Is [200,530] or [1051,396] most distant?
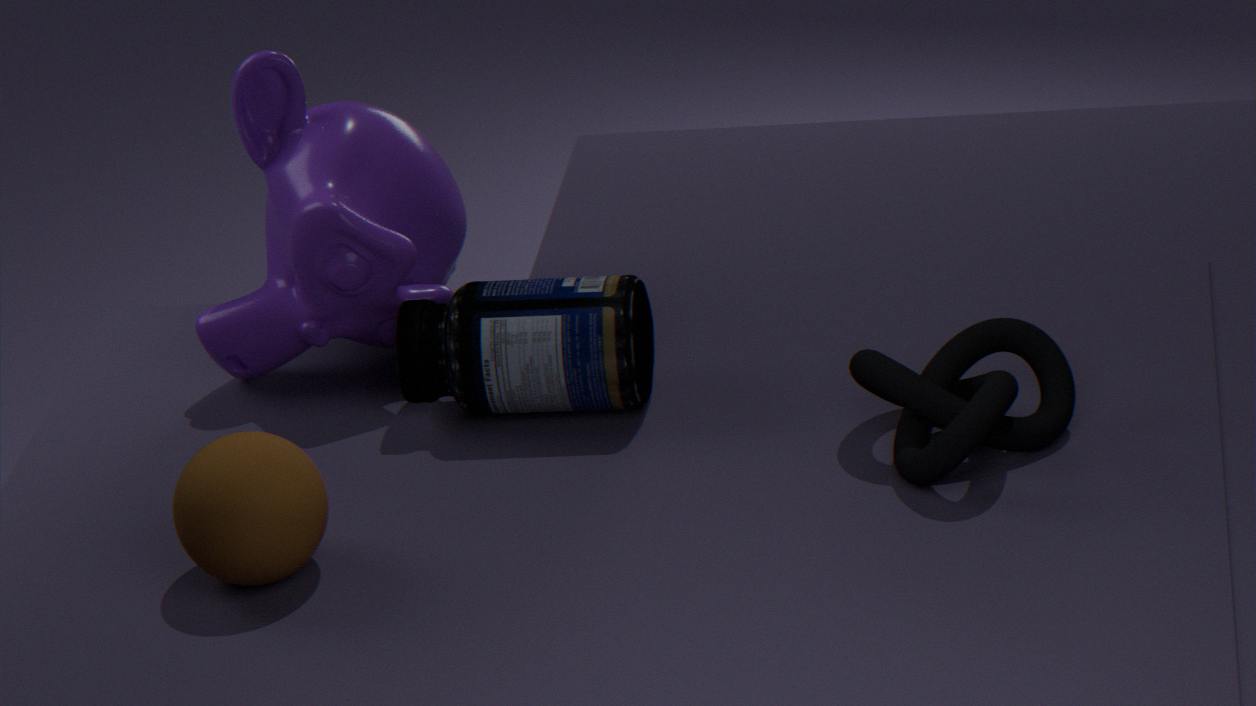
[1051,396]
